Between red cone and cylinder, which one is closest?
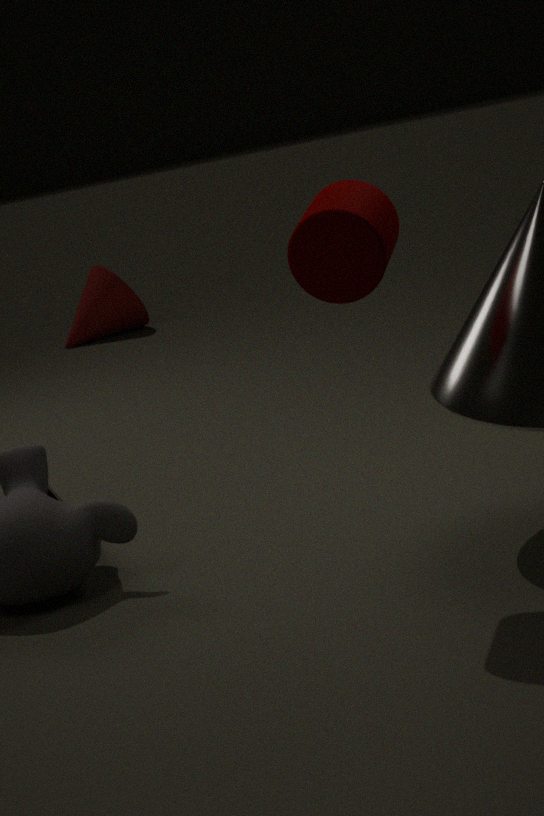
cylinder
